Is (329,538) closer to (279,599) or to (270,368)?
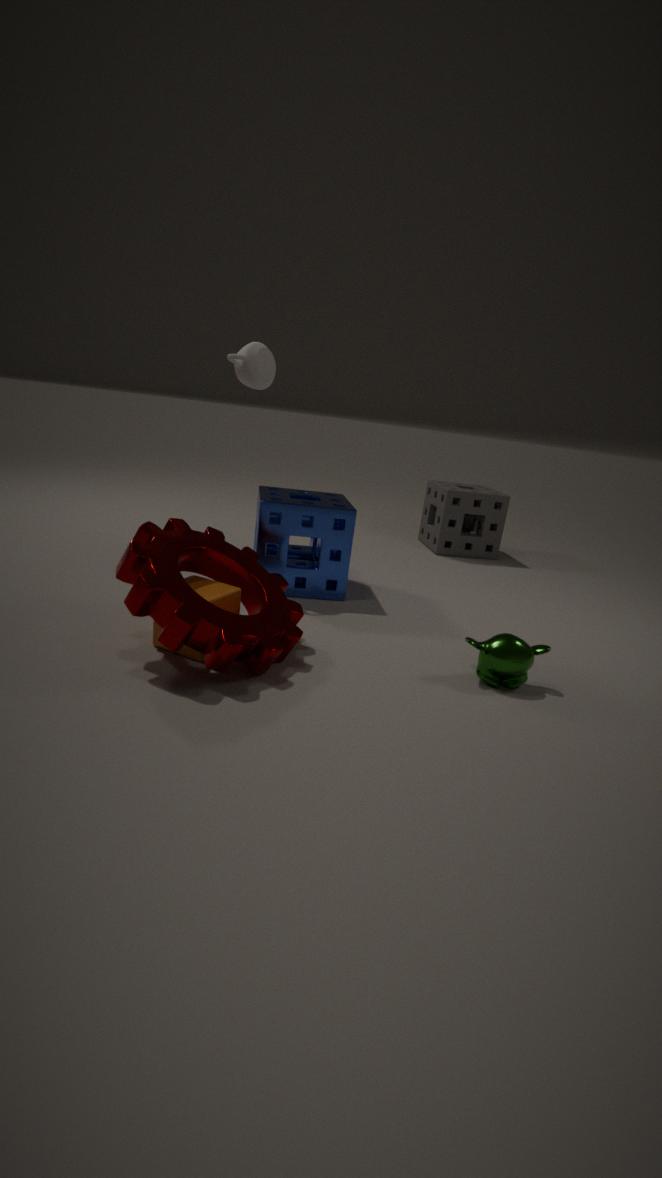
(270,368)
